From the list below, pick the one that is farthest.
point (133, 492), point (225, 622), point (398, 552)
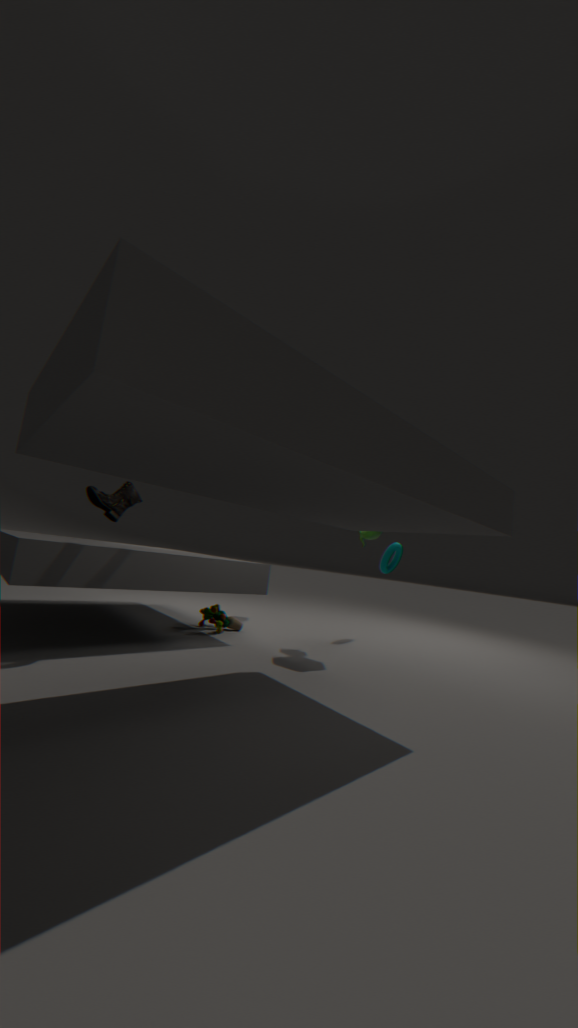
point (398, 552)
